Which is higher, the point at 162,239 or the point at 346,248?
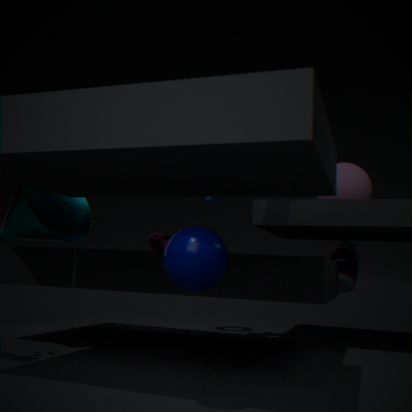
the point at 162,239
